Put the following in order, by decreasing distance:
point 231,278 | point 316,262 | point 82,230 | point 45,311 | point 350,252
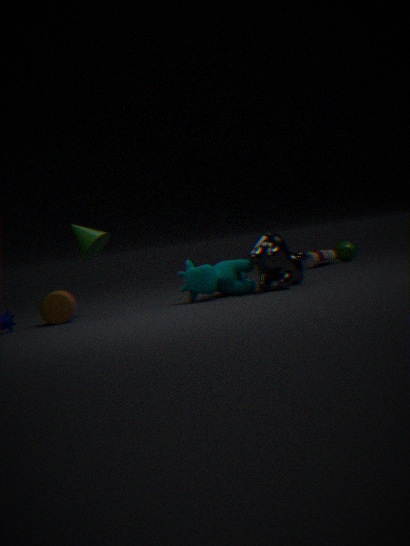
point 350,252 < point 316,262 < point 82,230 < point 231,278 < point 45,311
